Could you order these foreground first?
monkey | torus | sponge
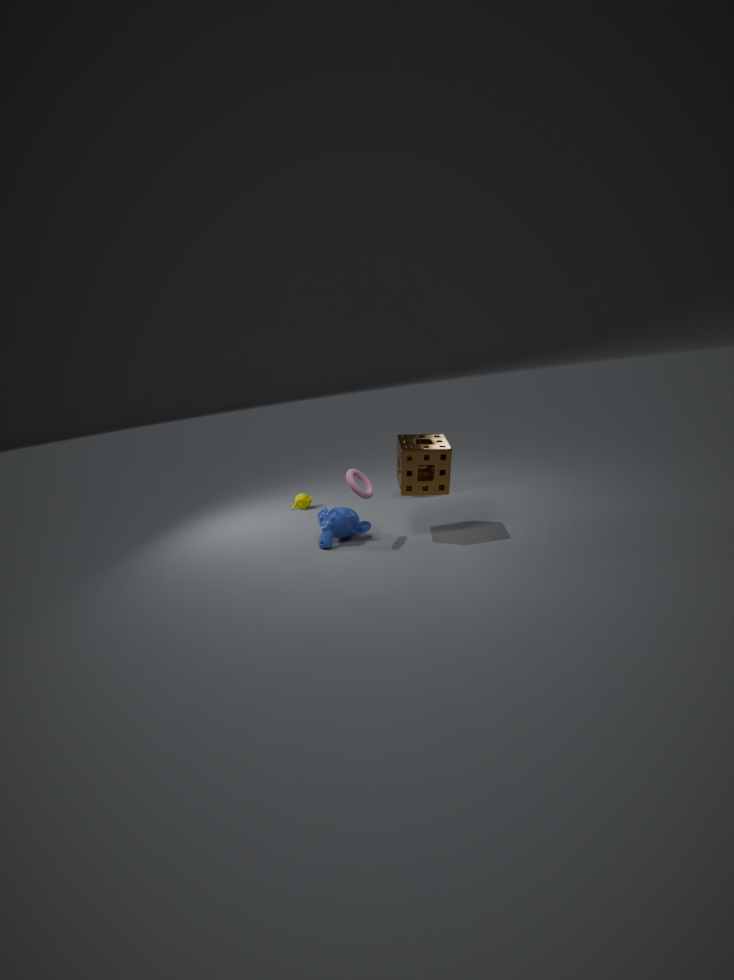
sponge < torus < monkey
